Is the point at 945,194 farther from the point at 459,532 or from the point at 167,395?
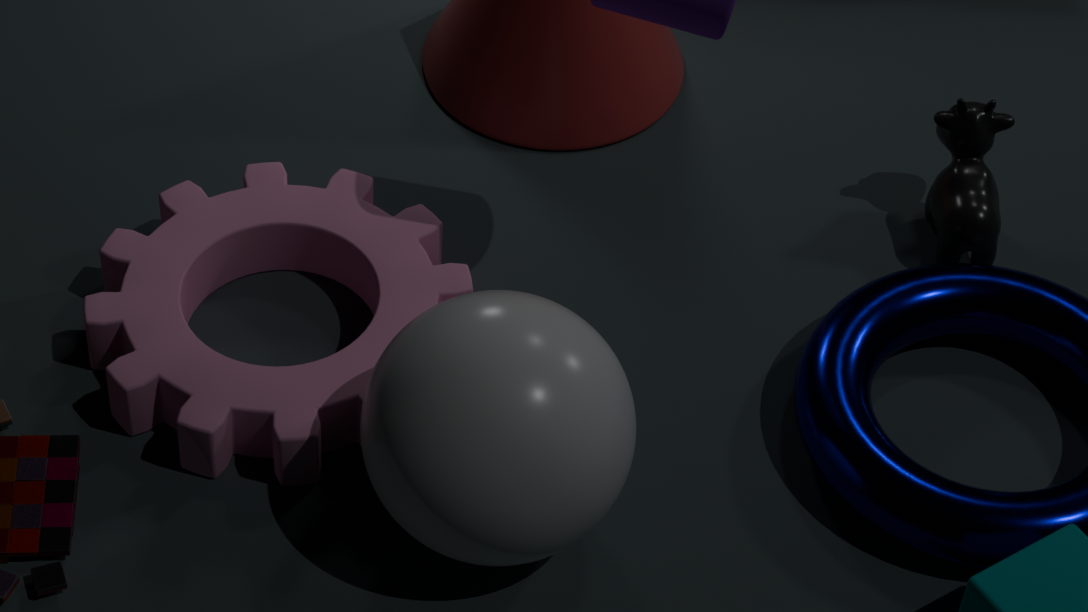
the point at 167,395
